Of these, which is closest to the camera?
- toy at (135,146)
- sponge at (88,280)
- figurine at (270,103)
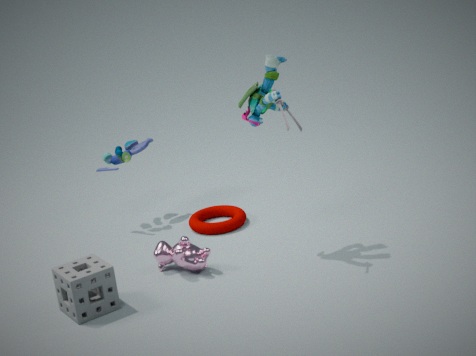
sponge at (88,280)
